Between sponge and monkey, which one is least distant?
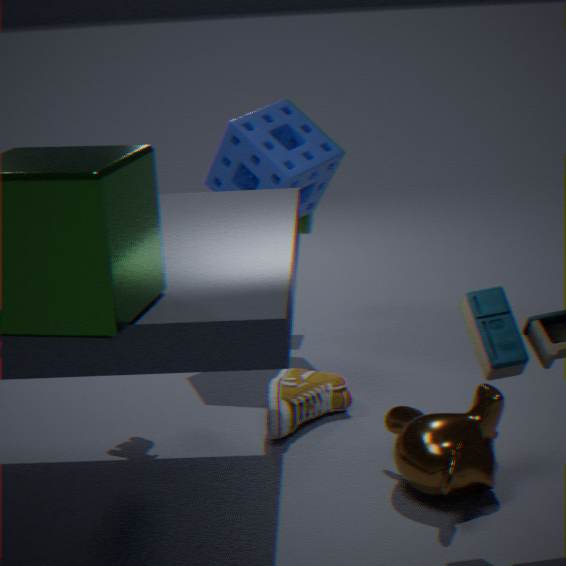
monkey
